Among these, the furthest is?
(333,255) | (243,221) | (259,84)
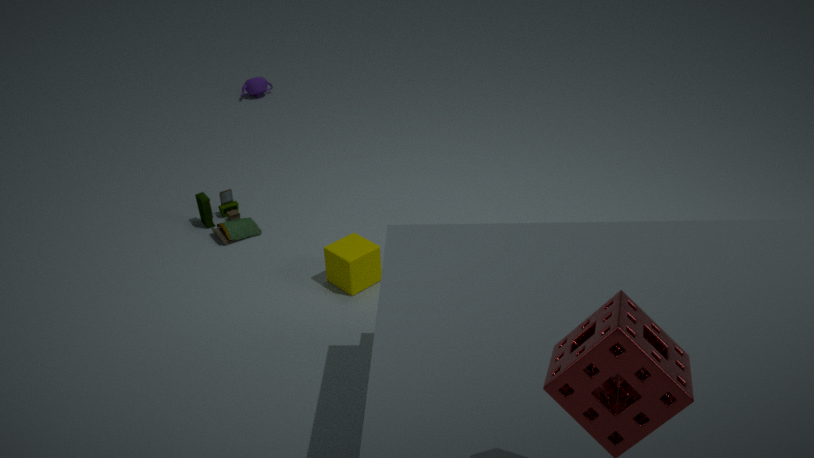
(259,84)
